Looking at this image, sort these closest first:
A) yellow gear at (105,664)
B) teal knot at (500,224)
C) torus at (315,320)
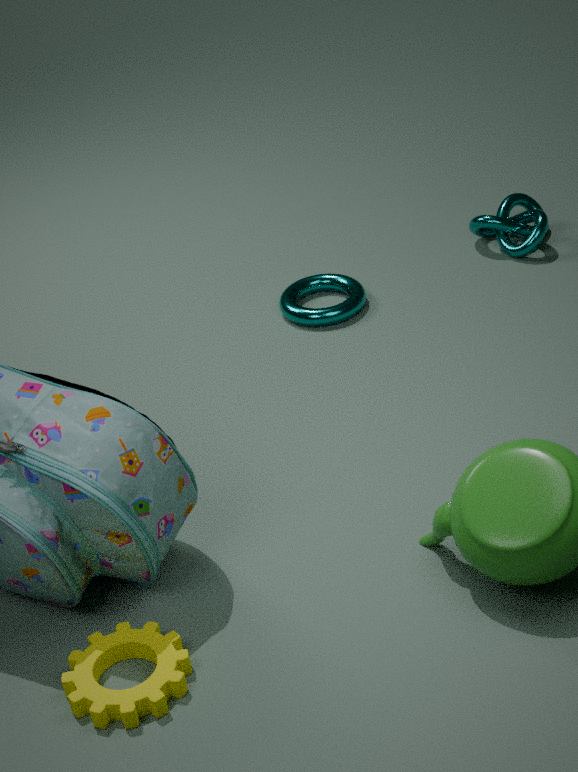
yellow gear at (105,664)
torus at (315,320)
teal knot at (500,224)
